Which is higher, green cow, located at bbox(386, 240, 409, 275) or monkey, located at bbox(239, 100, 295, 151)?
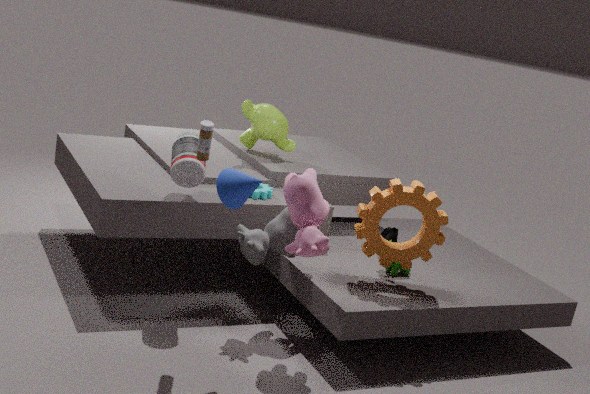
monkey, located at bbox(239, 100, 295, 151)
